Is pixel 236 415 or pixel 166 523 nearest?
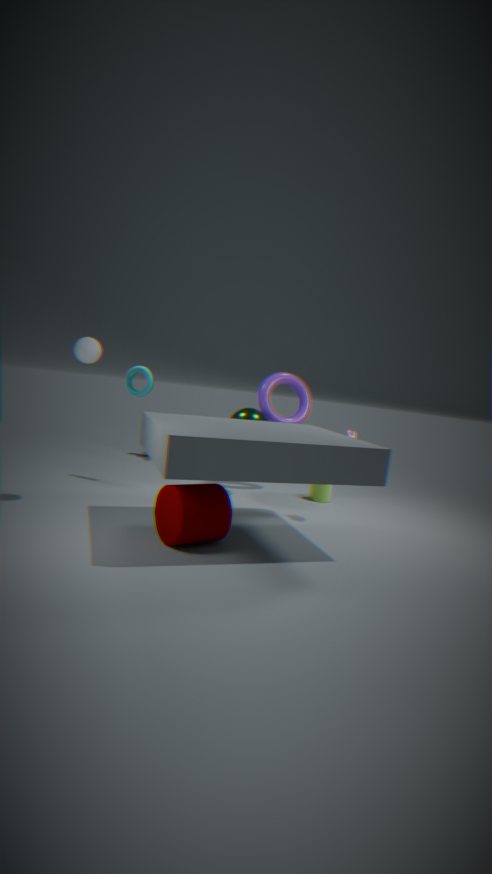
pixel 166 523
